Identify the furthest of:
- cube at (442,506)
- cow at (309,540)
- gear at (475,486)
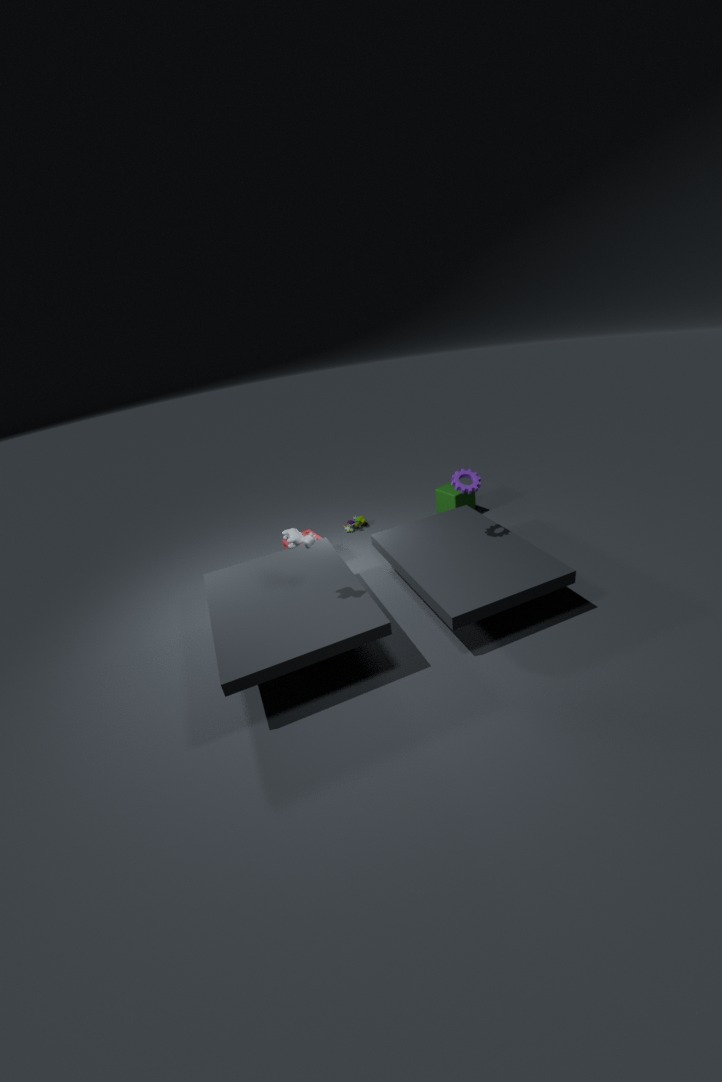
cube at (442,506)
